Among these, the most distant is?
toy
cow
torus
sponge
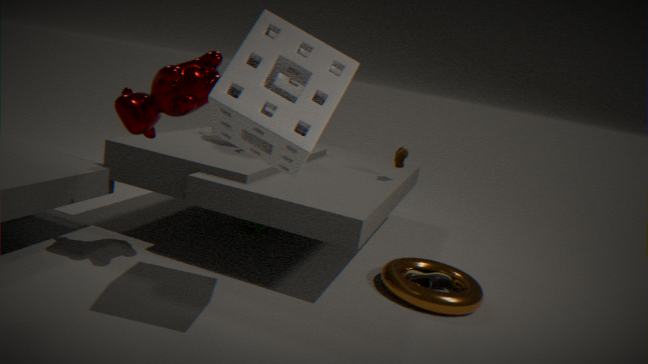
toy
